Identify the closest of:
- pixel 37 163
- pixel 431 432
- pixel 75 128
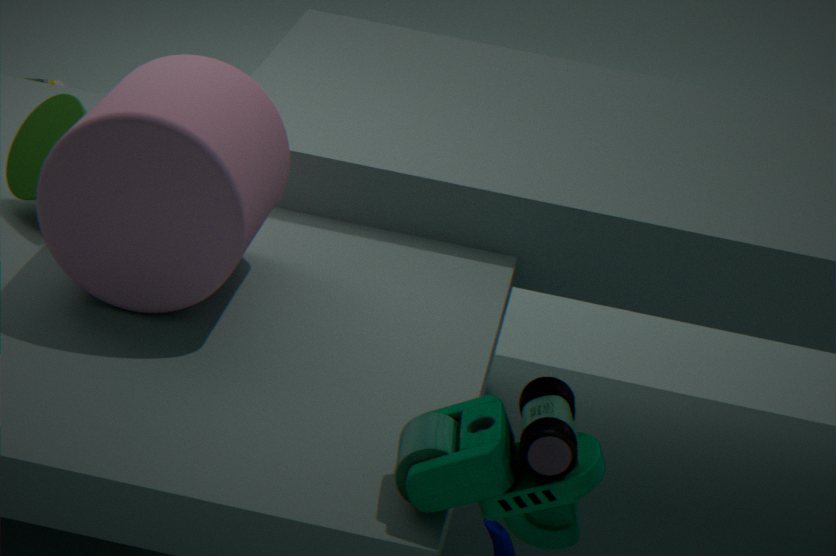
pixel 431 432
